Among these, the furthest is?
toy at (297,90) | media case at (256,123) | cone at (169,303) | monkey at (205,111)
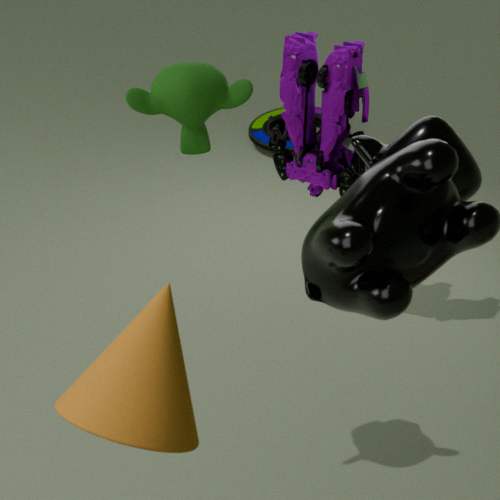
media case at (256,123)
